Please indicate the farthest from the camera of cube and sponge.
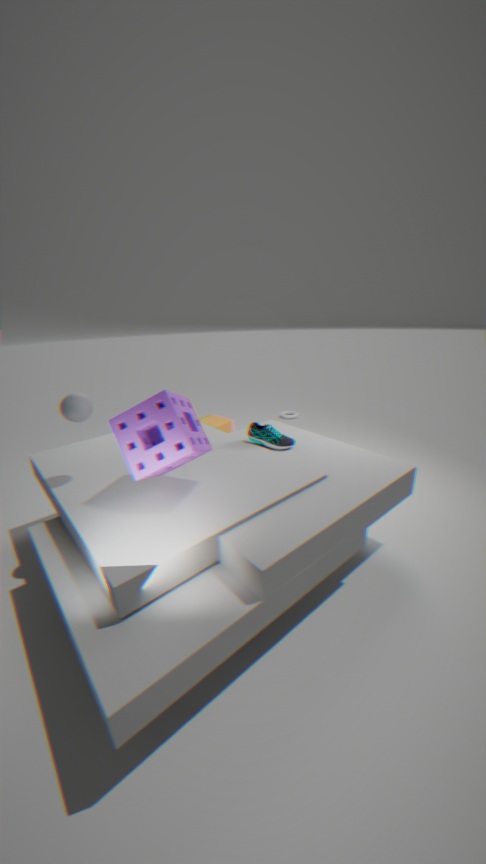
cube
